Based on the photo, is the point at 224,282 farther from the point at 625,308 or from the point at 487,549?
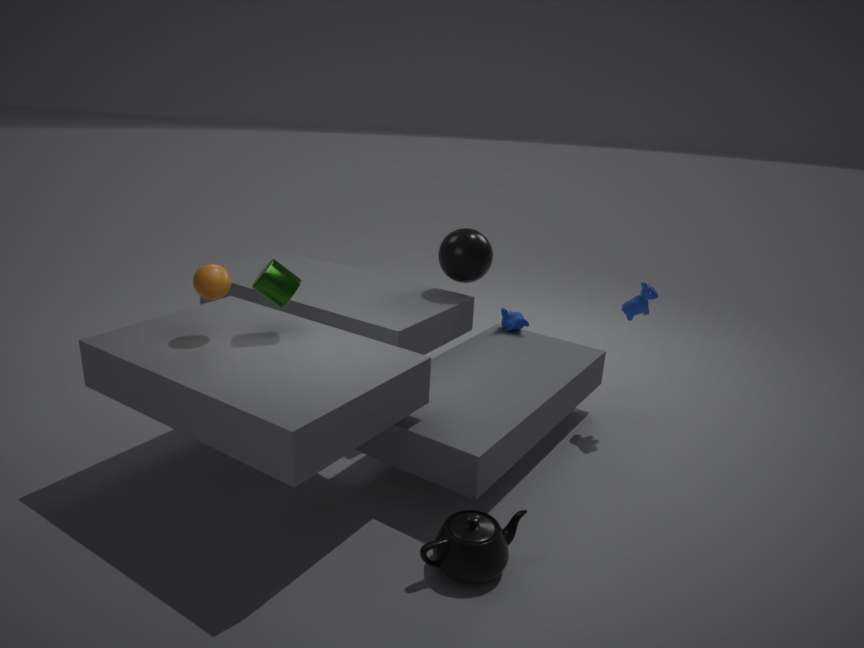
the point at 625,308
